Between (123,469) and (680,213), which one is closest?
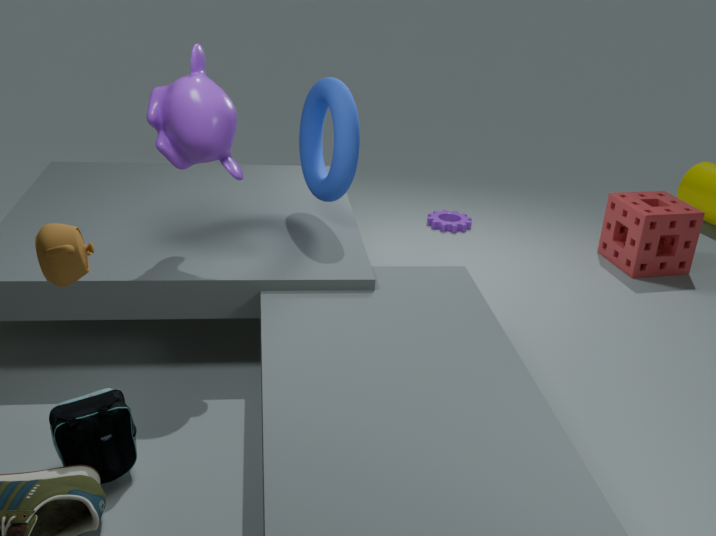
(123,469)
